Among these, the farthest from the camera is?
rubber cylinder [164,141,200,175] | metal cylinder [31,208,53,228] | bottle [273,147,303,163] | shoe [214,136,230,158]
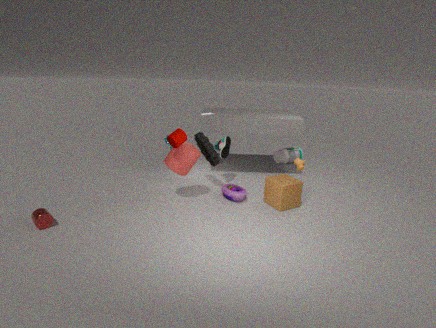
bottle [273,147,303,163]
